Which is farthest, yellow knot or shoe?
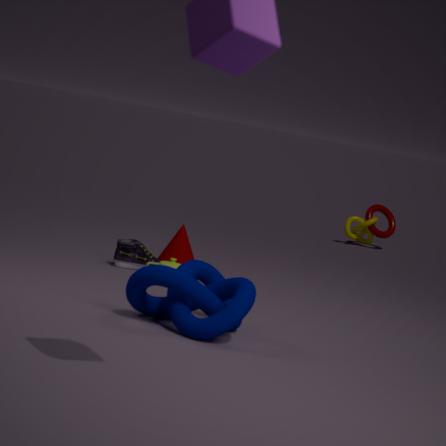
yellow knot
